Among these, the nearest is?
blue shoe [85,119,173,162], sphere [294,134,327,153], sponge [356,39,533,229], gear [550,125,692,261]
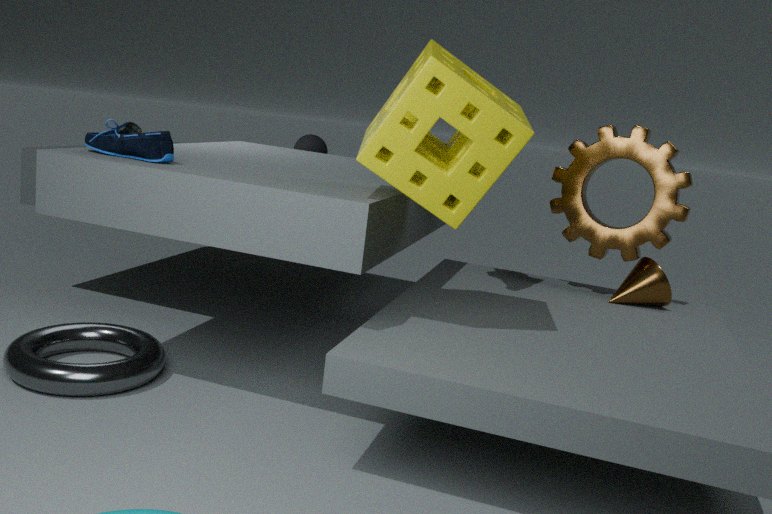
sponge [356,39,533,229]
